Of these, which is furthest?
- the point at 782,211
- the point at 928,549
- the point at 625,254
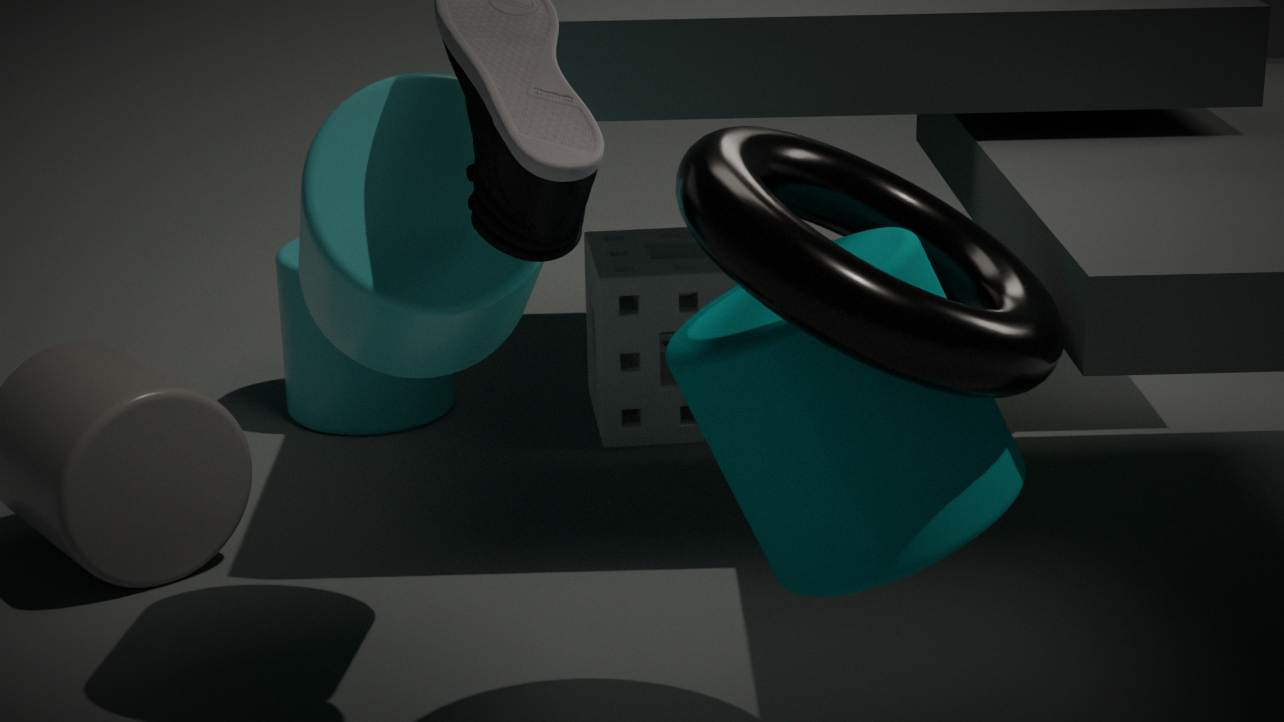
the point at 625,254
